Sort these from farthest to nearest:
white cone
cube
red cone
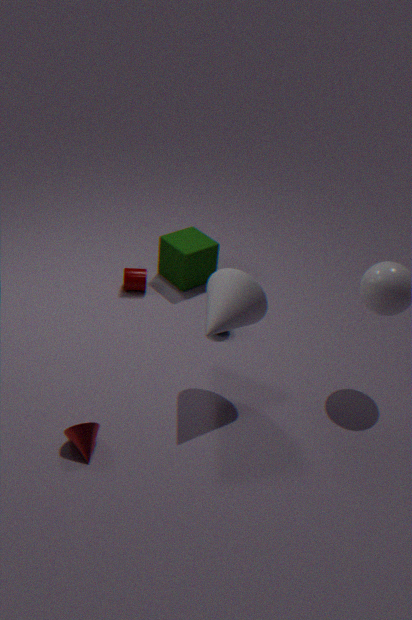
cube < white cone < red cone
